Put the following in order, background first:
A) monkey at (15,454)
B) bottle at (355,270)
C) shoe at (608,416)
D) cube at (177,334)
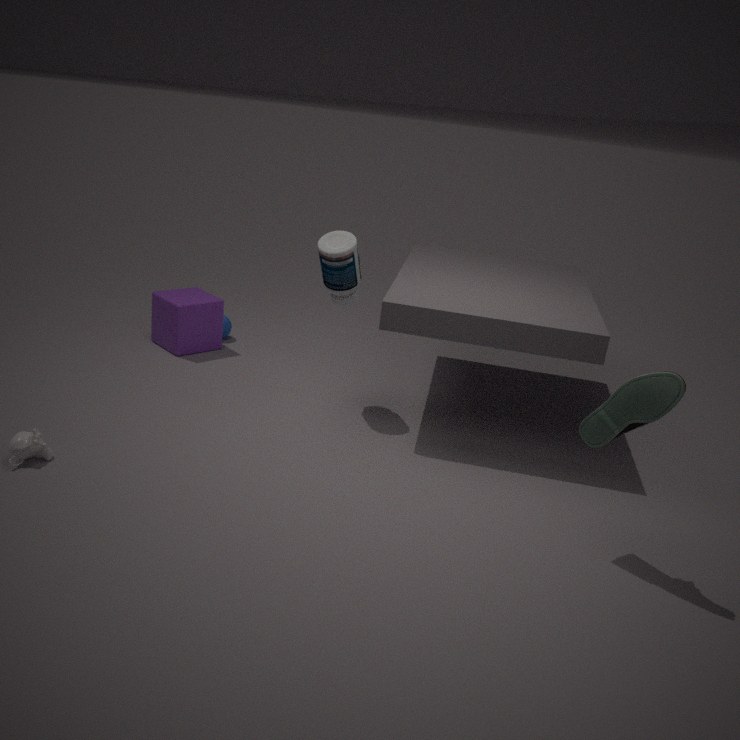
cube at (177,334), bottle at (355,270), monkey at (15,454), shoe at (608,416)
